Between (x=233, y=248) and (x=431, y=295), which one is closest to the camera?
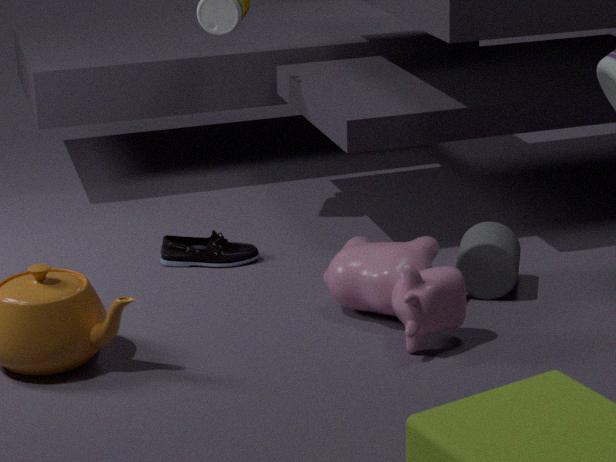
(x=431, y=295)
